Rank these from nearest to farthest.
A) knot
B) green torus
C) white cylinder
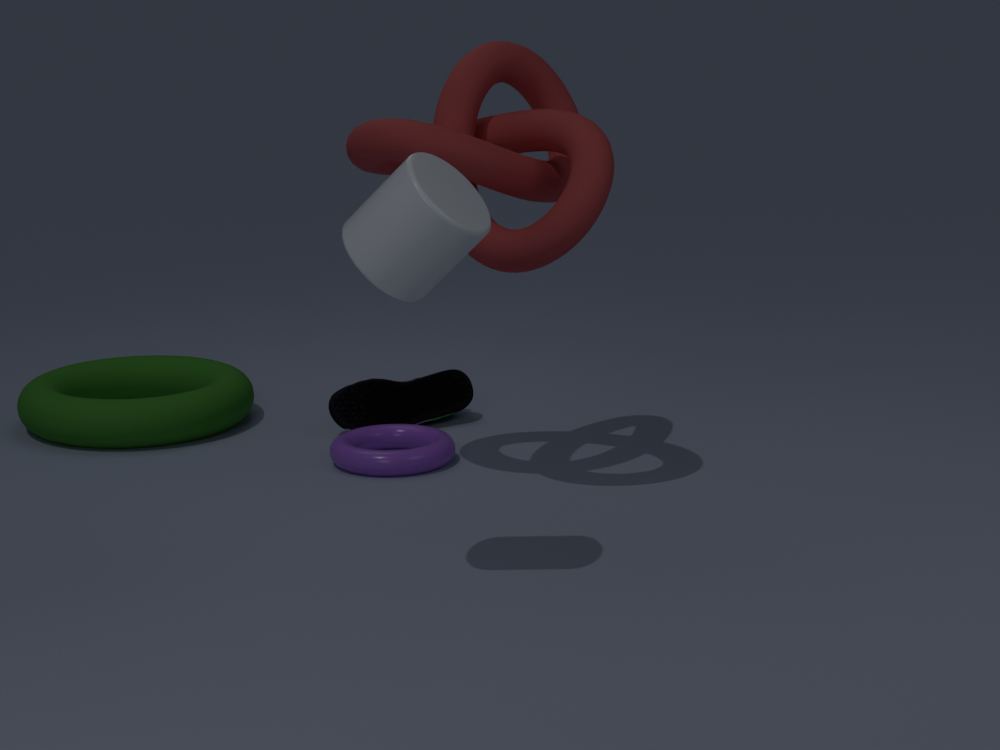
1. white cylinder
2. knot
3. green torus
